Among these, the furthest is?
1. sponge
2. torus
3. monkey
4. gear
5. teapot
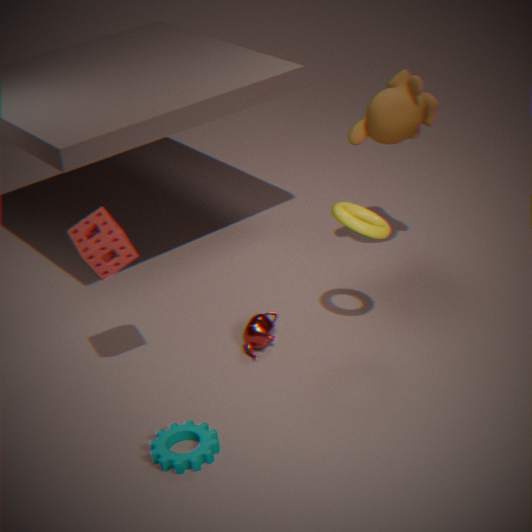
monkey
